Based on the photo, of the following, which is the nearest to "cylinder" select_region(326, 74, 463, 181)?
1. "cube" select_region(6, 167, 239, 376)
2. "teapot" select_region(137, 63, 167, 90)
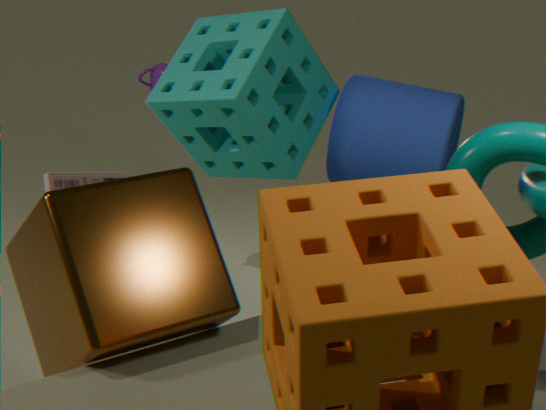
"teapot" select_region(137, 63, 167, 90)
